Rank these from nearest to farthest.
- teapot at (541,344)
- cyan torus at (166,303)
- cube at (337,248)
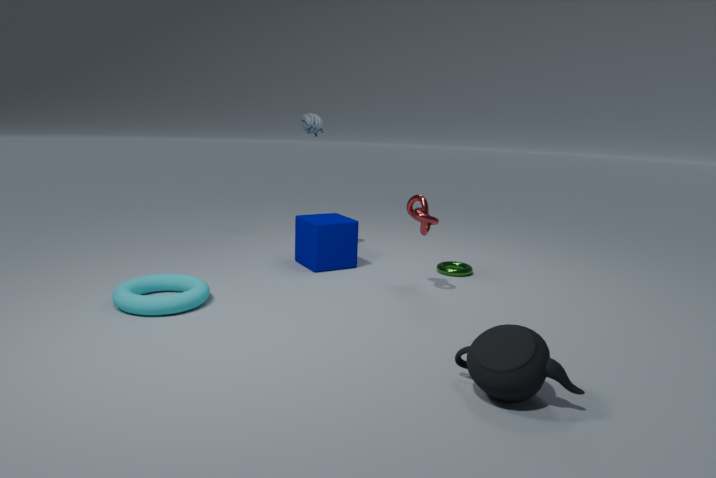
1. teapot at (541,344)
2. cyan torus at (166,303)
3. cube at (337,248)
